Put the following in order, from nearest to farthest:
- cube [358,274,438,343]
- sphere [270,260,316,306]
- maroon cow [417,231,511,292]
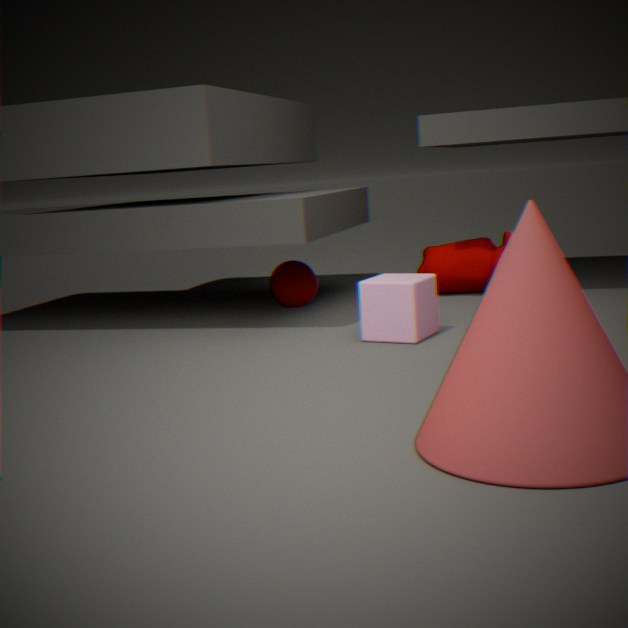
cube [358,274,438,343] < maroon cow [417,231,511,292] < sphere [270,260,316,306]
